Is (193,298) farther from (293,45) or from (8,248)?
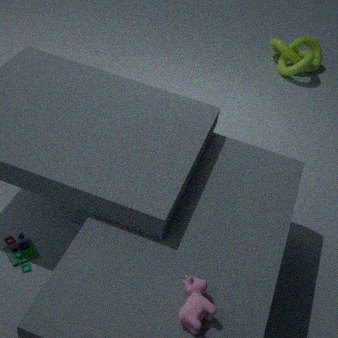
(293,45)
